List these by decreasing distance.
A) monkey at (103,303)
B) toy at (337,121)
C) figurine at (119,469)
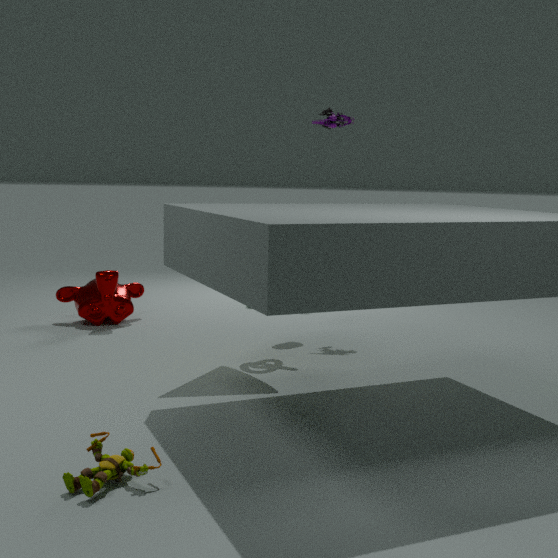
B. toy at (337,121)
A. monkey at (103,303)
C. figurine at (119,469)
